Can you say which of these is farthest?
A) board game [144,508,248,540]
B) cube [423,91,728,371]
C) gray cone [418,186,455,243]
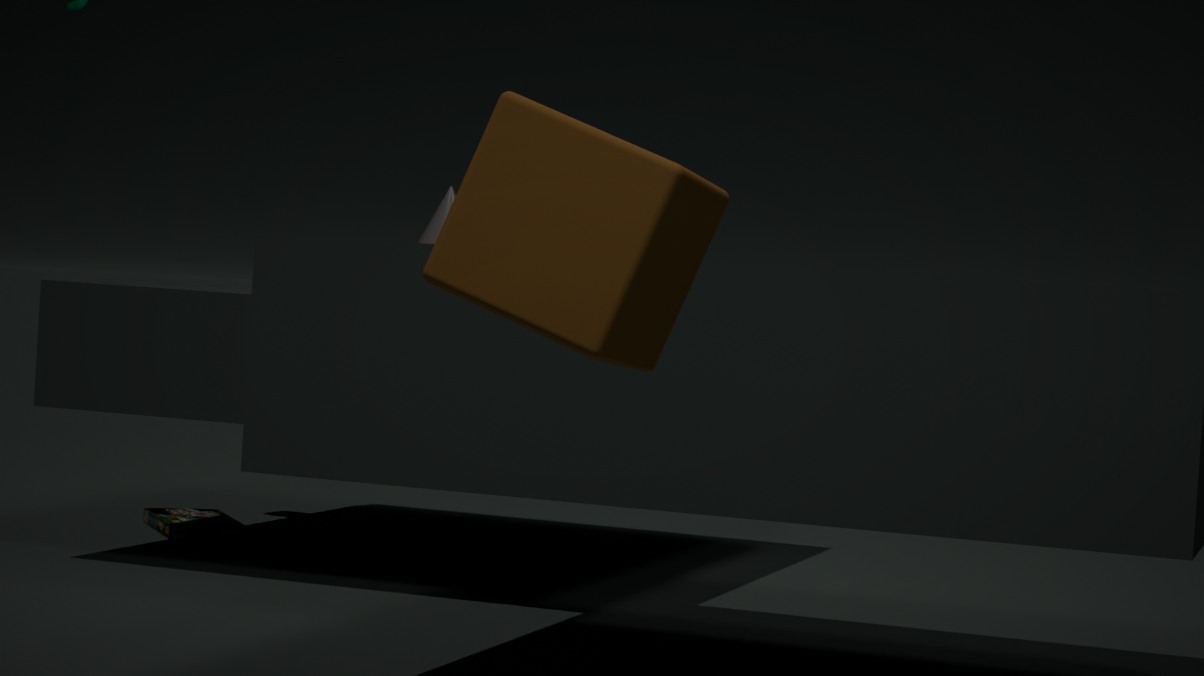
gray cone [418,186,455,243]
